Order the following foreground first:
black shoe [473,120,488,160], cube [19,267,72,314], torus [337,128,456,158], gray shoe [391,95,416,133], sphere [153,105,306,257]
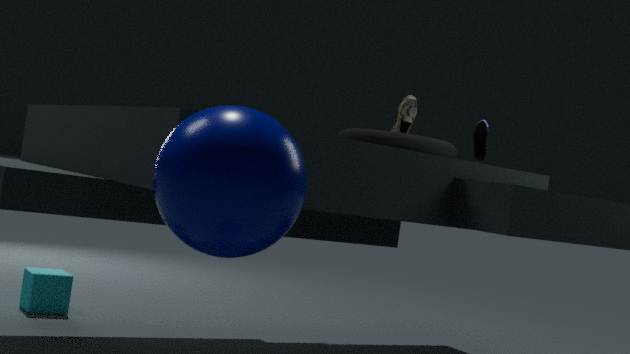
1. sphere [153,105,306,257]
2. black shoe [473,120,488,160]
3. torus [337,128,456,158]
4. gray shoe [391,95,416,133]
5. cube [19,267,72,314]
